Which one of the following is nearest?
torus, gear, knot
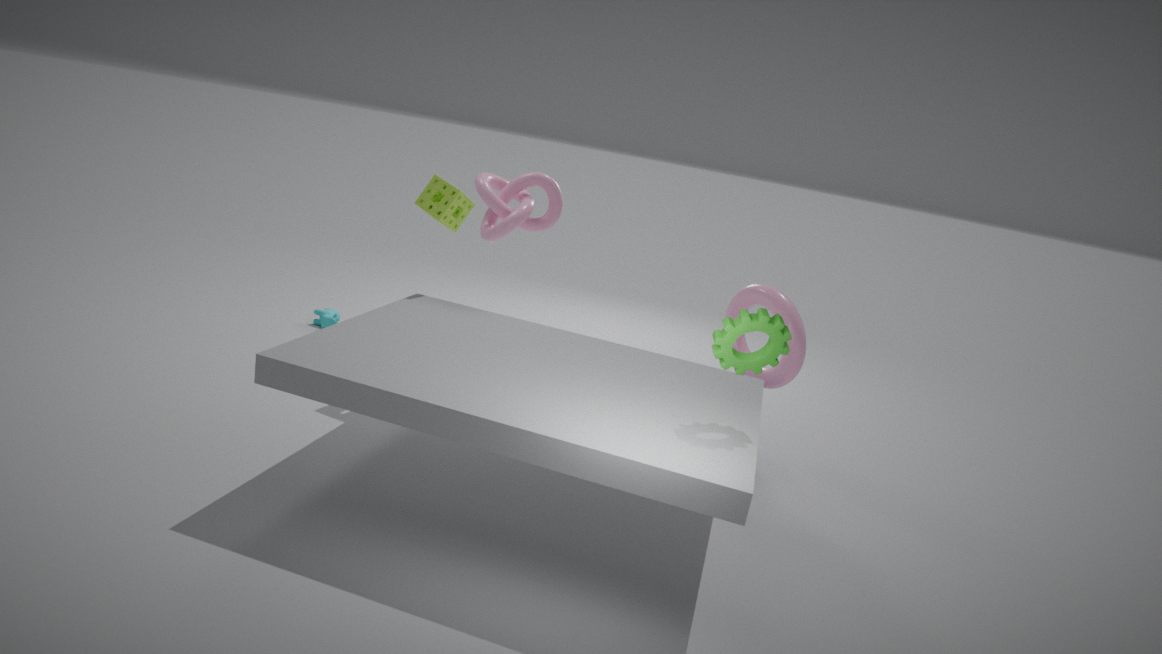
gear
